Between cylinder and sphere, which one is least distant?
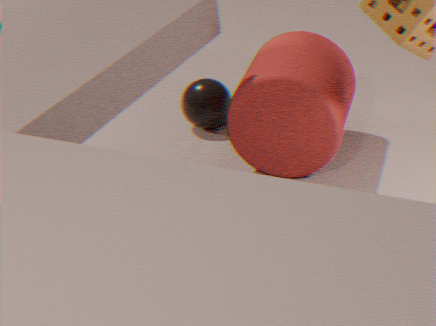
cylinder
